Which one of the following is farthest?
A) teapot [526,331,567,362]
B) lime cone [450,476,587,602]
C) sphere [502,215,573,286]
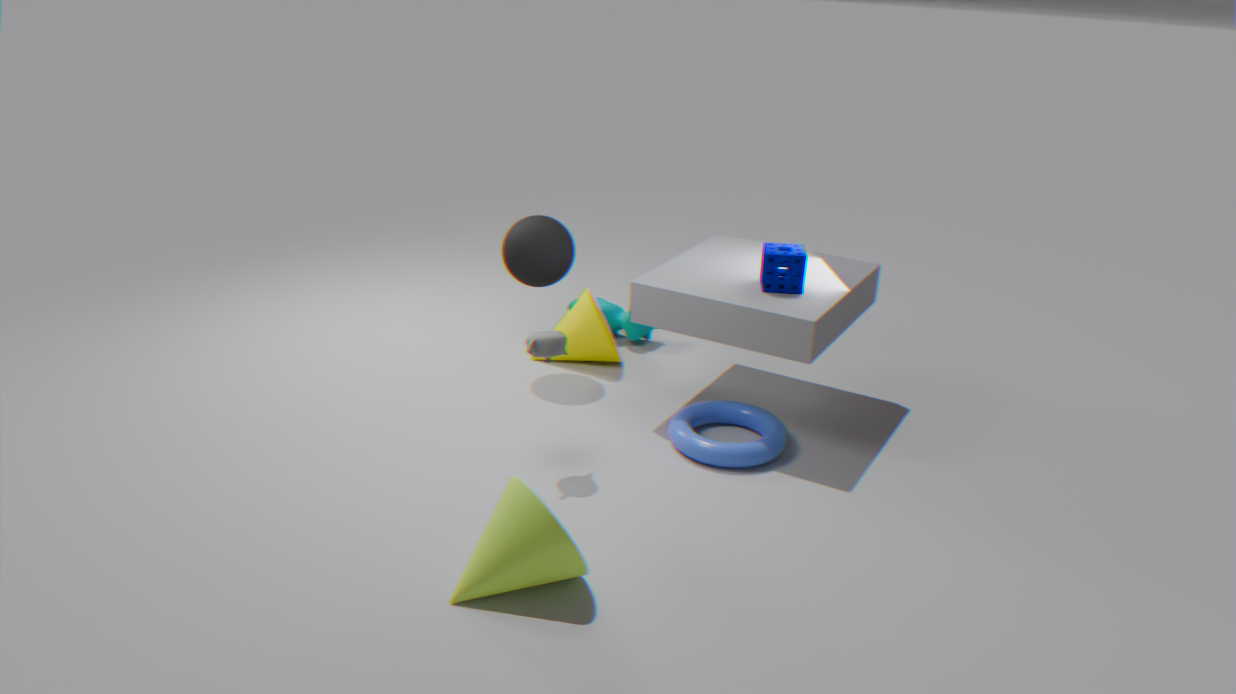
sphere [502,215,573,286]
